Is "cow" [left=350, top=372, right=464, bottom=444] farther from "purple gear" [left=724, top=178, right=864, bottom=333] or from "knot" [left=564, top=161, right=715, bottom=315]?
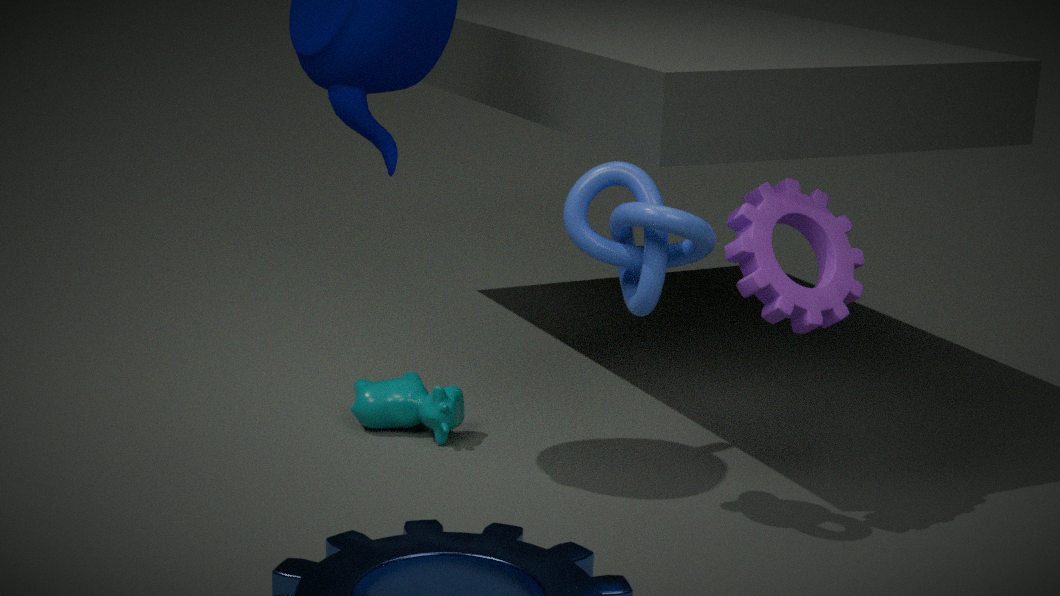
"purple gear" [left=724, top=178, right=864, bottom=333]
